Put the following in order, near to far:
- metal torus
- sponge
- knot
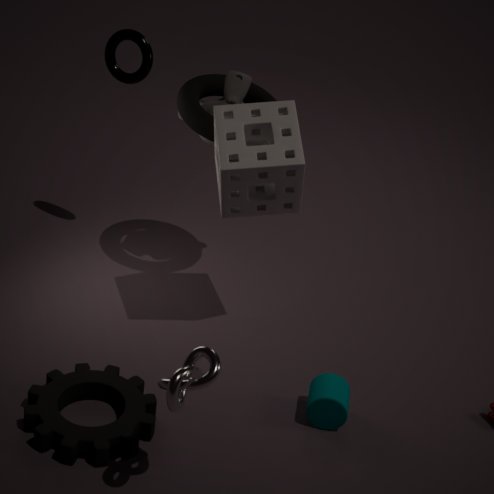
knot < sponge < metal torus
